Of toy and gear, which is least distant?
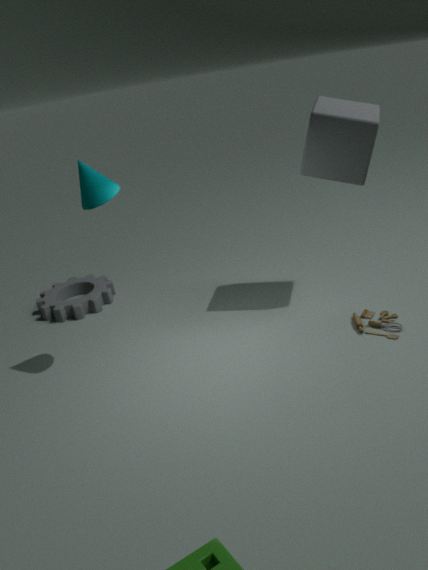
toy
